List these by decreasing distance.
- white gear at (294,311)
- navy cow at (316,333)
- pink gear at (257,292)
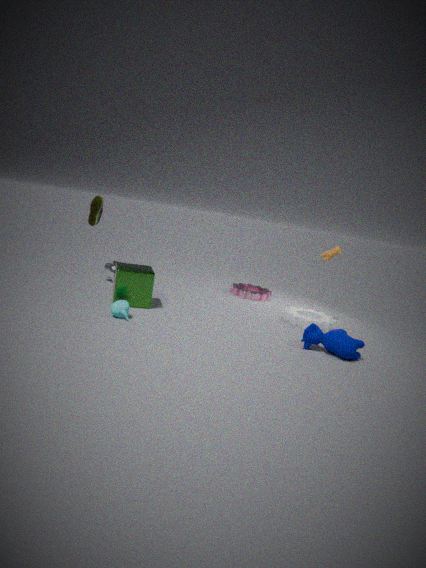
pink gear at (257,292) → white gear at (294,311) → navy cow at (316,333)
